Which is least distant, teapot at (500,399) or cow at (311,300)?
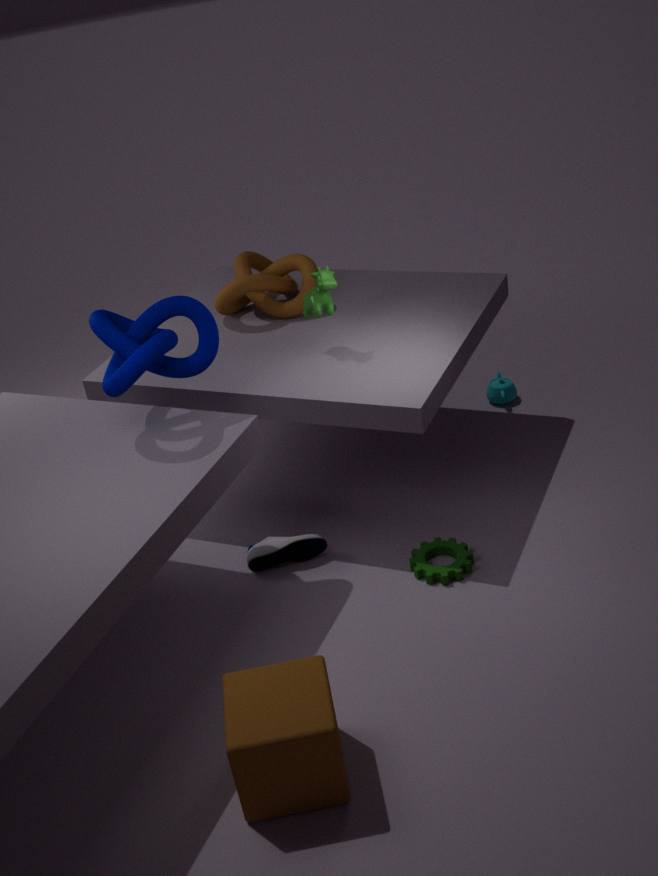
cow at (311,300)
